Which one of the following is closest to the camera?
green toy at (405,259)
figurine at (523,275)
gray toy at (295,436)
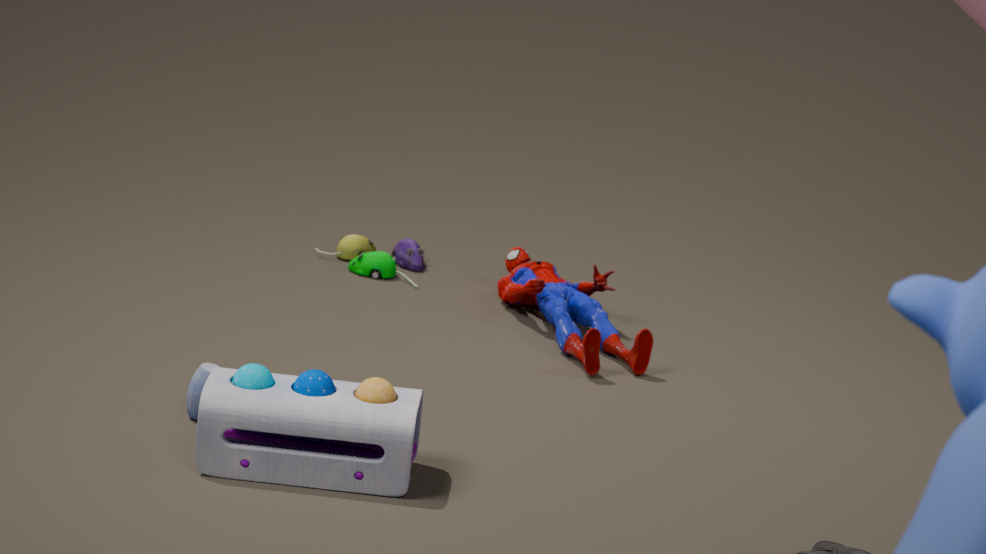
gray toy at (295,436)
